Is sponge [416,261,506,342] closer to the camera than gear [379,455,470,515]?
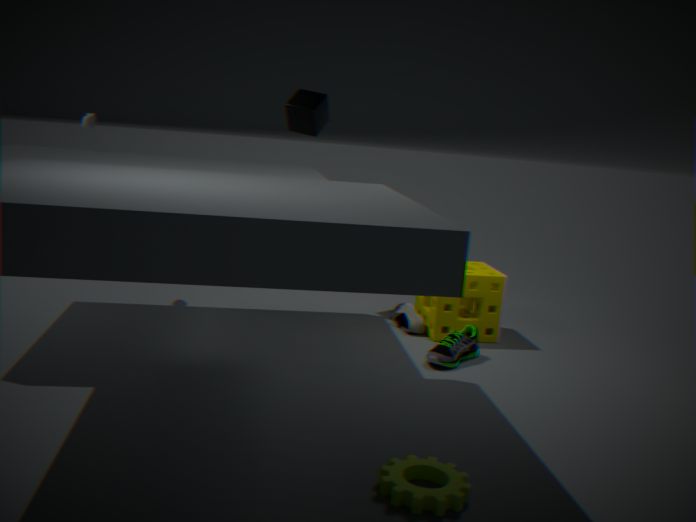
No
